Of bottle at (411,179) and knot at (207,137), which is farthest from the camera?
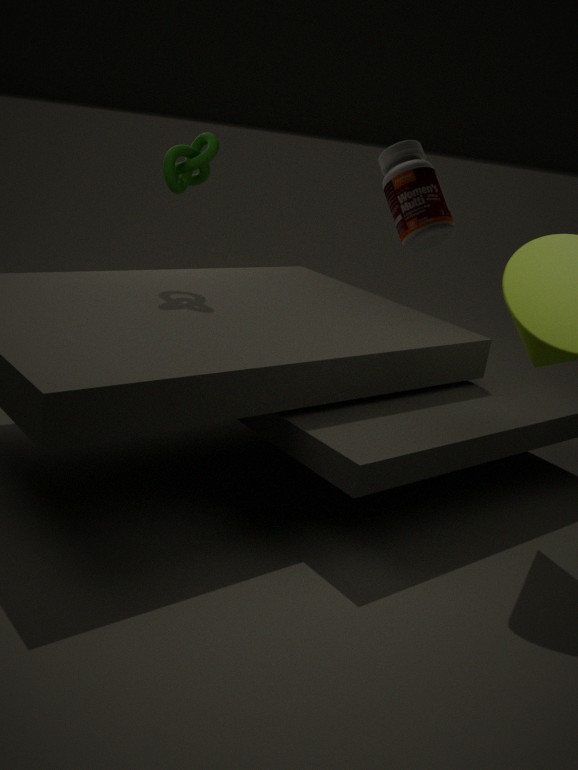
knot at (207,137)
